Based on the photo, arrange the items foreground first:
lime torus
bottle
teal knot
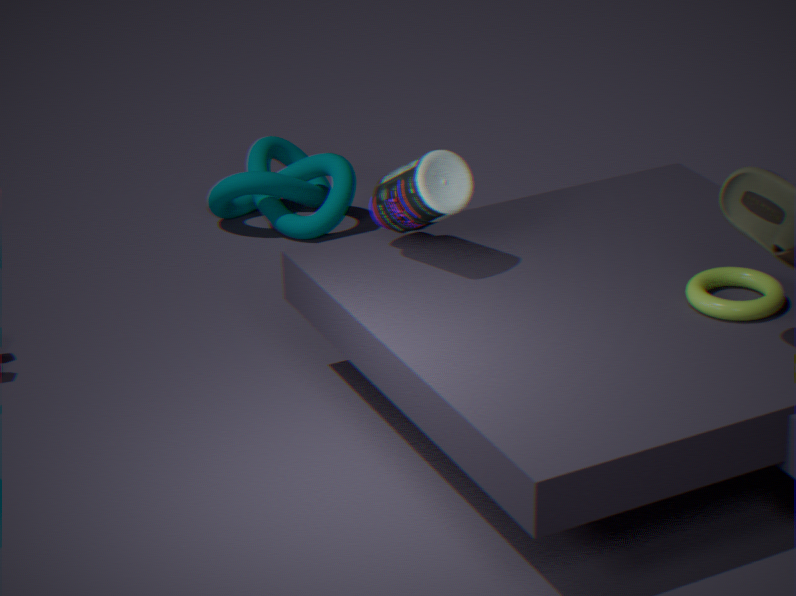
lime torus < bottle < teal knot
